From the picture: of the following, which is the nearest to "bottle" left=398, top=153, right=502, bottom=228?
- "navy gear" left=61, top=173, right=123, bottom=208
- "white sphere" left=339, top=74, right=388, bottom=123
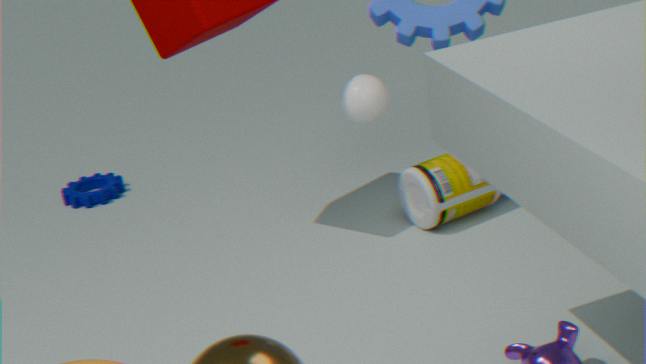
"white sphere" left=339, top=74, right=388, bottom=123
